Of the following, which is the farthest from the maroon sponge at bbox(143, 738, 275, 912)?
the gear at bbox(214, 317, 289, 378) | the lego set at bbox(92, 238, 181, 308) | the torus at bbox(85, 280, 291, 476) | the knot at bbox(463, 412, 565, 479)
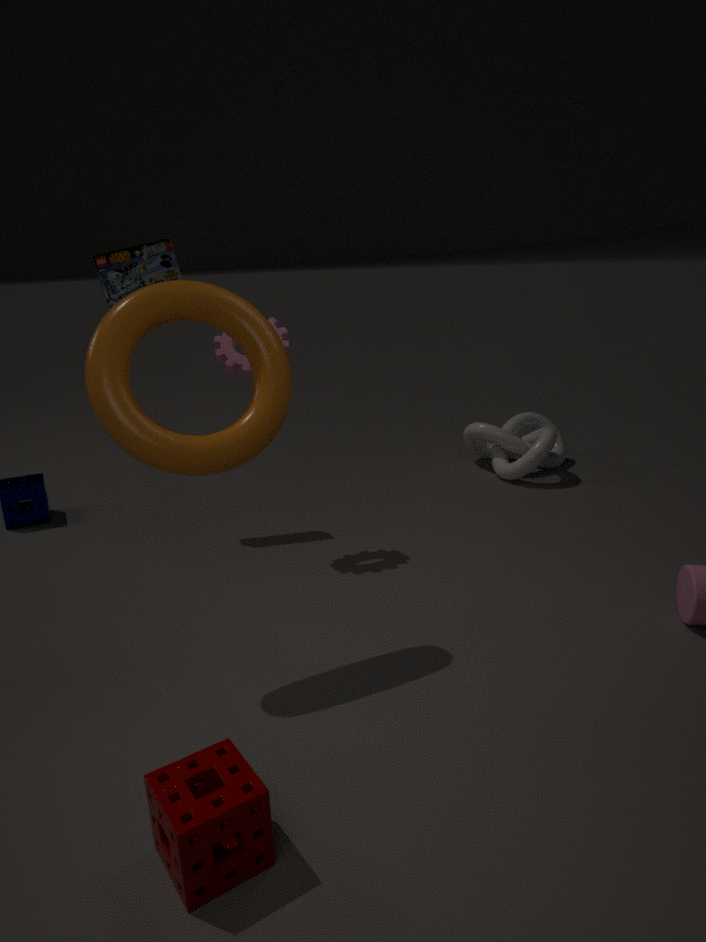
the knot at bbox(463, 412, 565, 479)
